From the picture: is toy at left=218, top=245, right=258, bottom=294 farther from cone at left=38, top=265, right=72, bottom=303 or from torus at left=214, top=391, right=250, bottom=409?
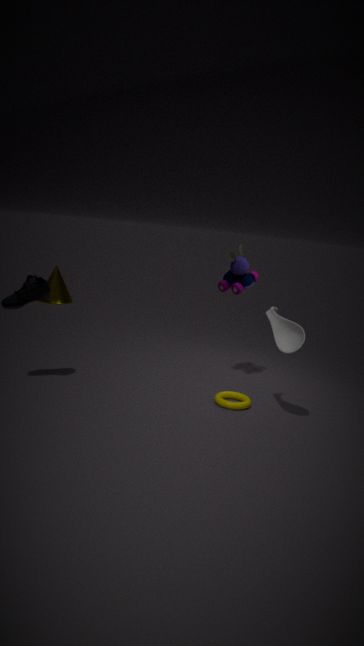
cone at left=38, top=265, right=72, bottom=303
